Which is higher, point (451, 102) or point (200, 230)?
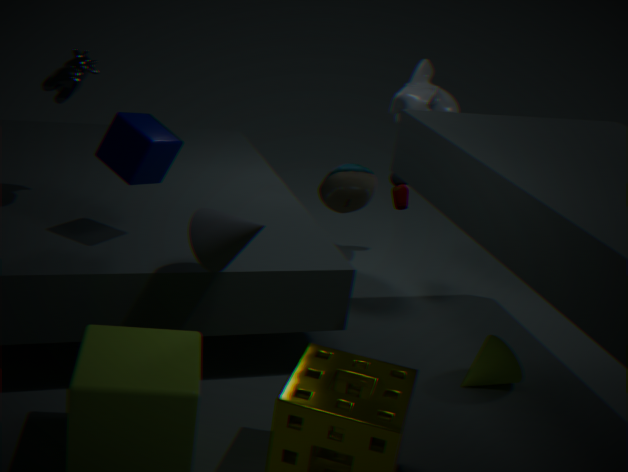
point (451, 102)
